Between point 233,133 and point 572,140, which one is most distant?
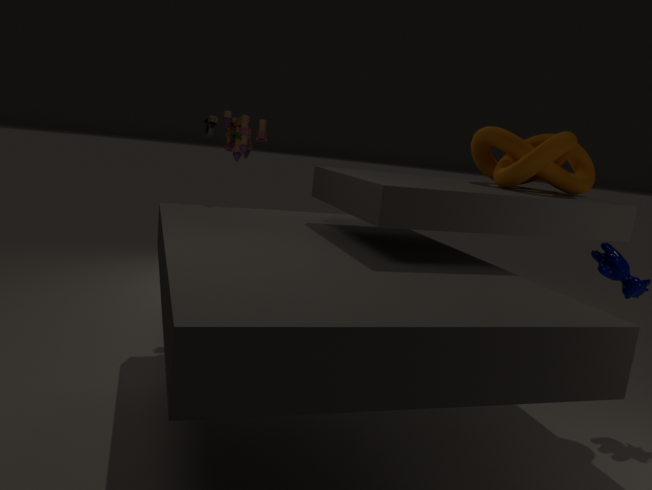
point 233,133
